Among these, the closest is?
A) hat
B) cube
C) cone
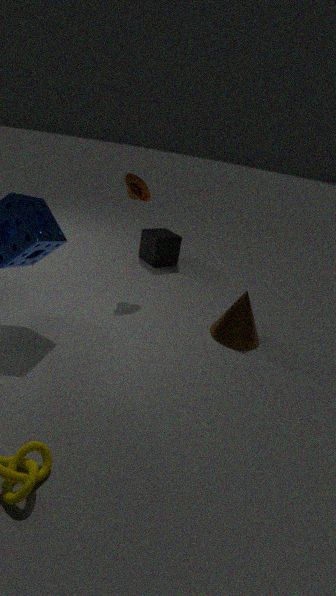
cone
